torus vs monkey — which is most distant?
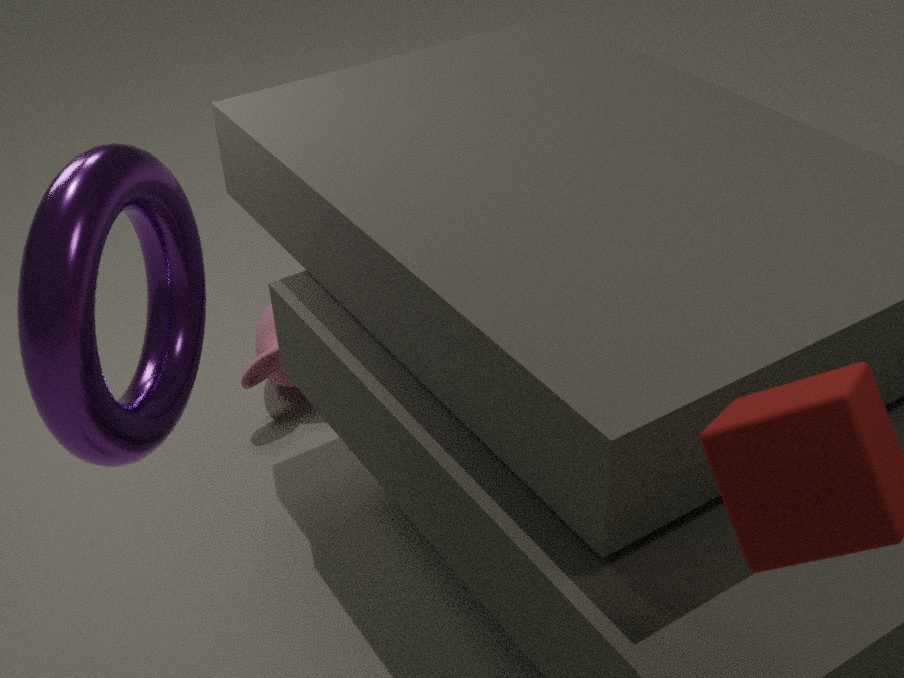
monkey
